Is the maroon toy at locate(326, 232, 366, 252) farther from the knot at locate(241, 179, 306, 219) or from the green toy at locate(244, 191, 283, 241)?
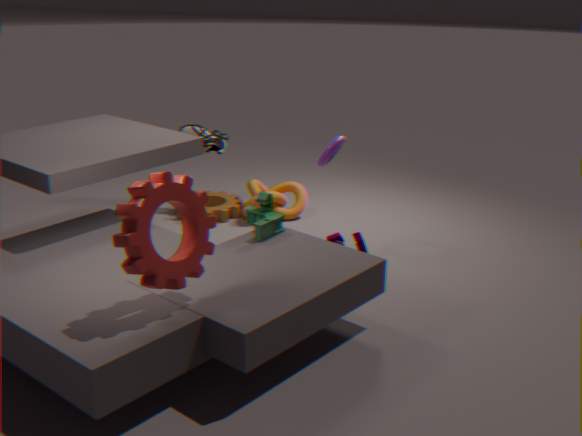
the knot at locate(241, 179, 306, 219)
